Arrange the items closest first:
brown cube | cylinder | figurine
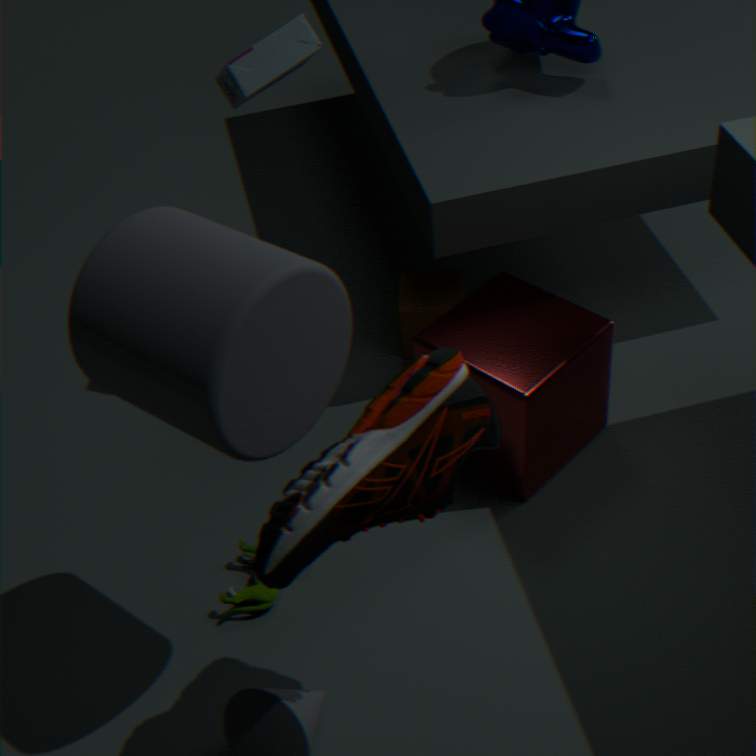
cylinder, figurine, brown cube
